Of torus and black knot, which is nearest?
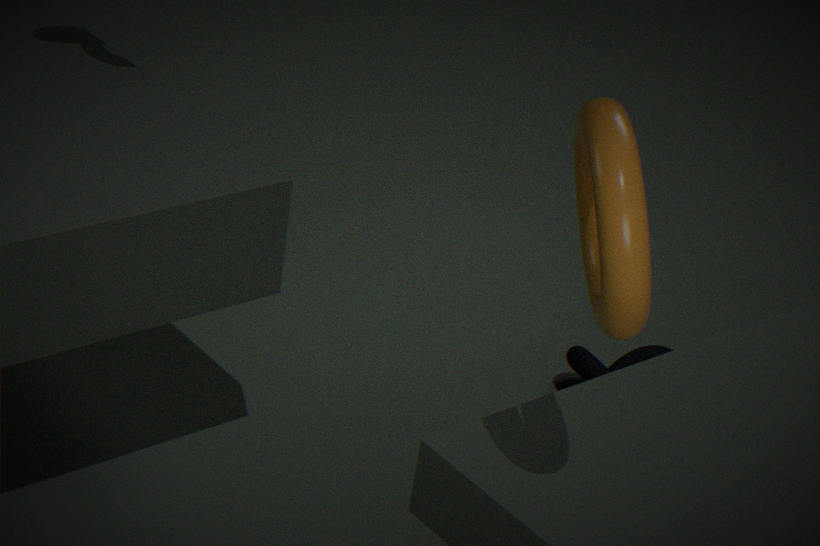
torus
